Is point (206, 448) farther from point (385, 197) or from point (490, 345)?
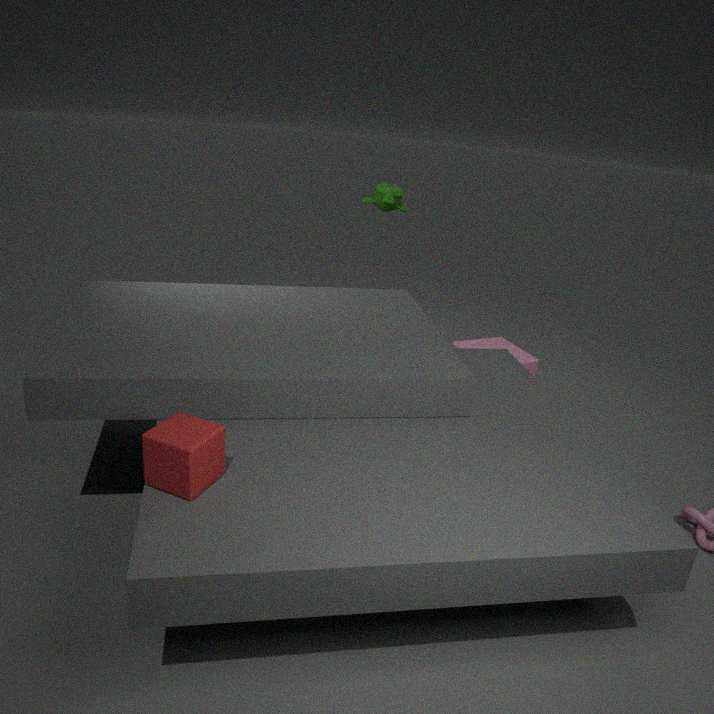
point (490, 345)
